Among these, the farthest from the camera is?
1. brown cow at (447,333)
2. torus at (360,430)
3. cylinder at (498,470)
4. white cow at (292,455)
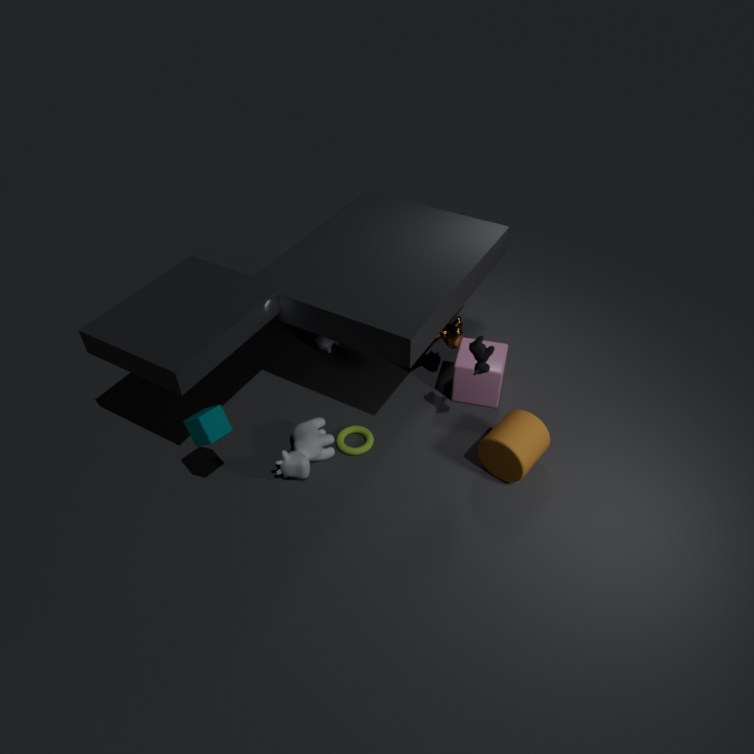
brown cow at (447,333)
